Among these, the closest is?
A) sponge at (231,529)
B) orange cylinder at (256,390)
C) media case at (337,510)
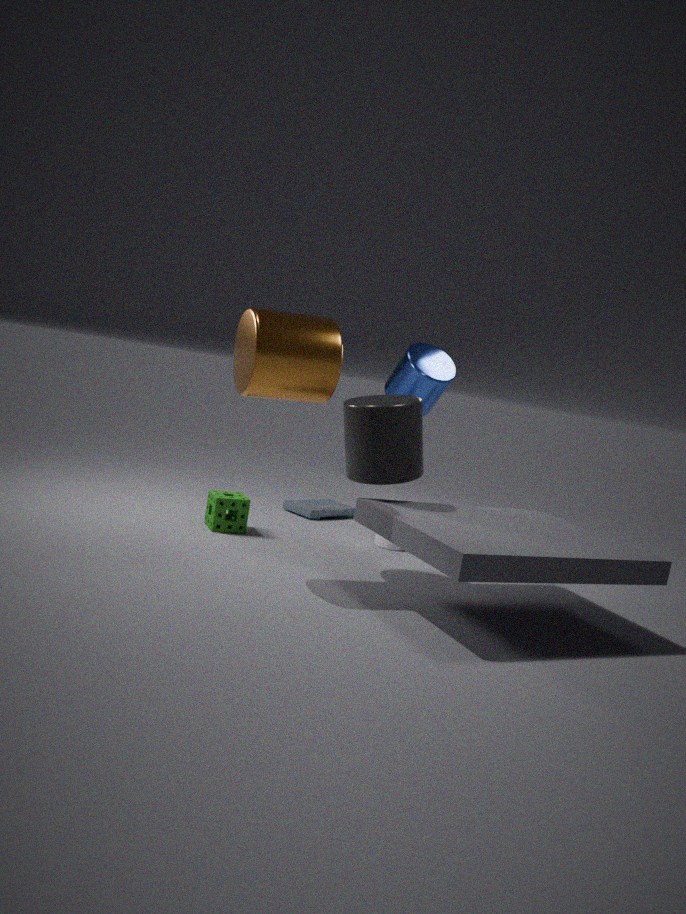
orange cylinder at (256,390)
